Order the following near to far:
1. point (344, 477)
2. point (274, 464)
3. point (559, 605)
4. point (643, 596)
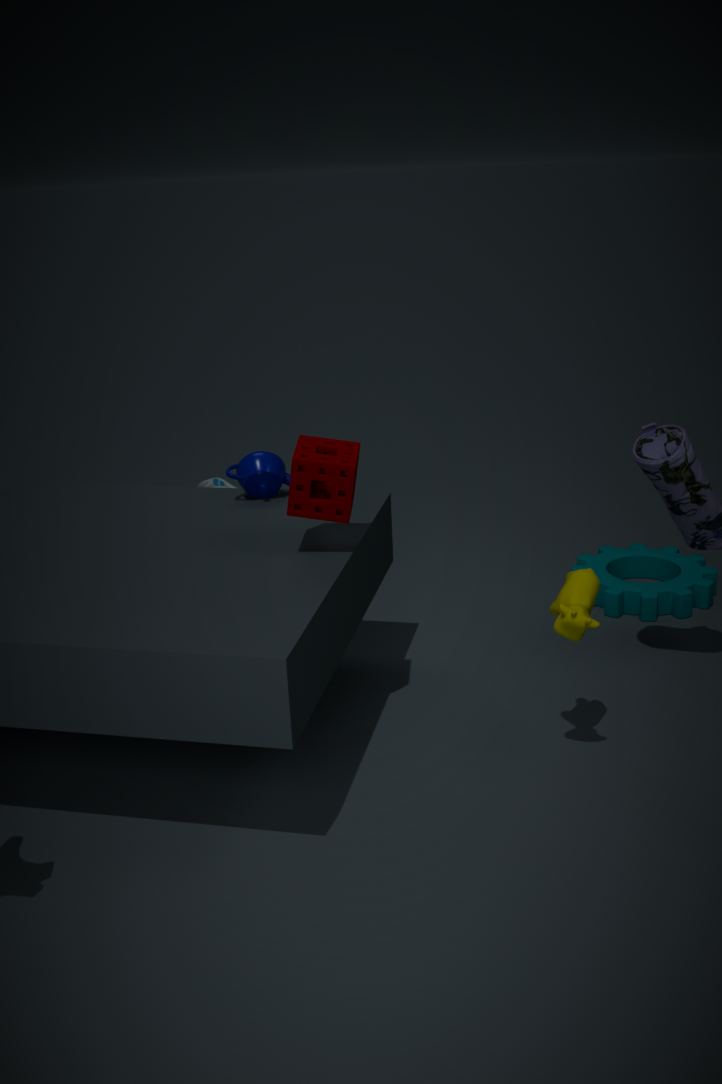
point (559, 605) < point (344, 477) < point (274, 464) < point (643, 596)
